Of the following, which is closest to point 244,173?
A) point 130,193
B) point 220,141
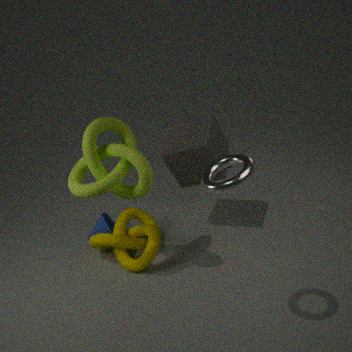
point 130,193
